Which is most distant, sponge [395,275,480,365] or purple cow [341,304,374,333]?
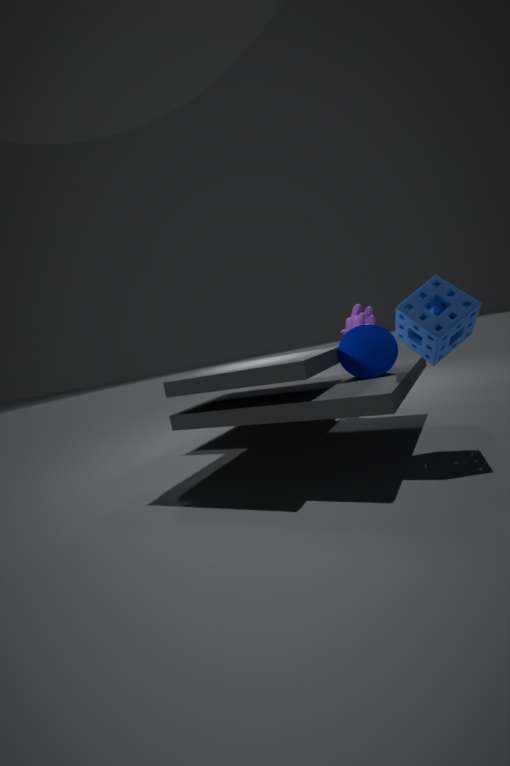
purple cow [341,304,374,333]
